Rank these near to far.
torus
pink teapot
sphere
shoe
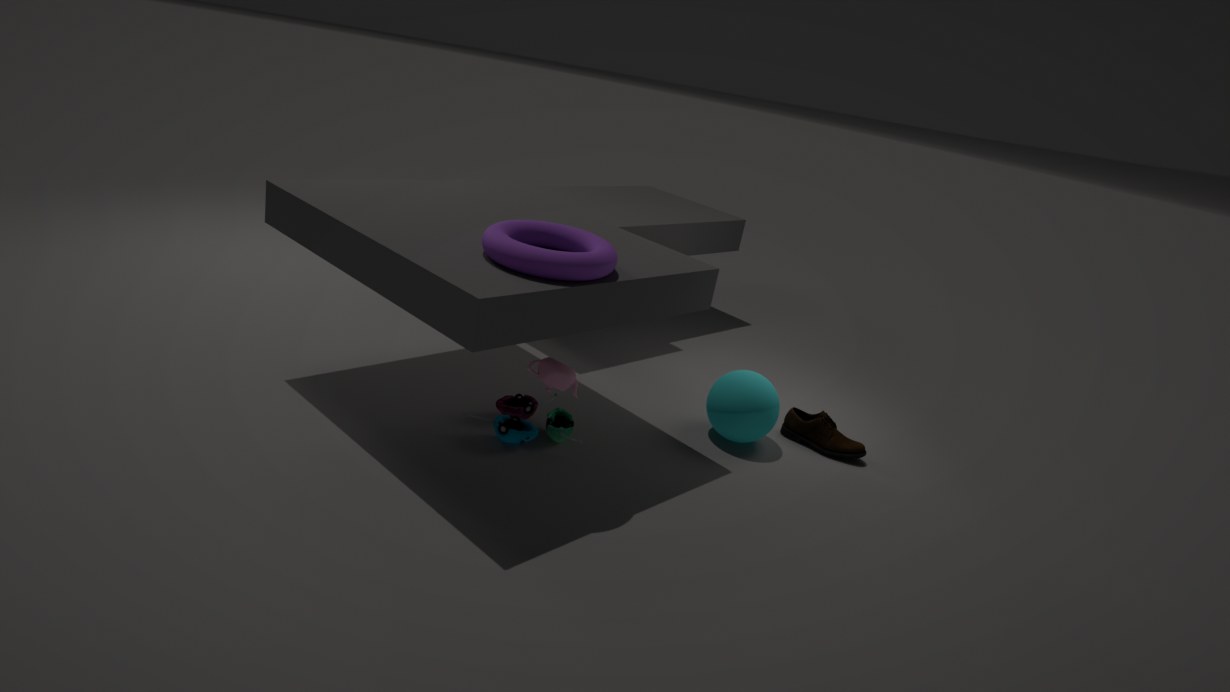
torus, pink teapot, sphere, shoe
